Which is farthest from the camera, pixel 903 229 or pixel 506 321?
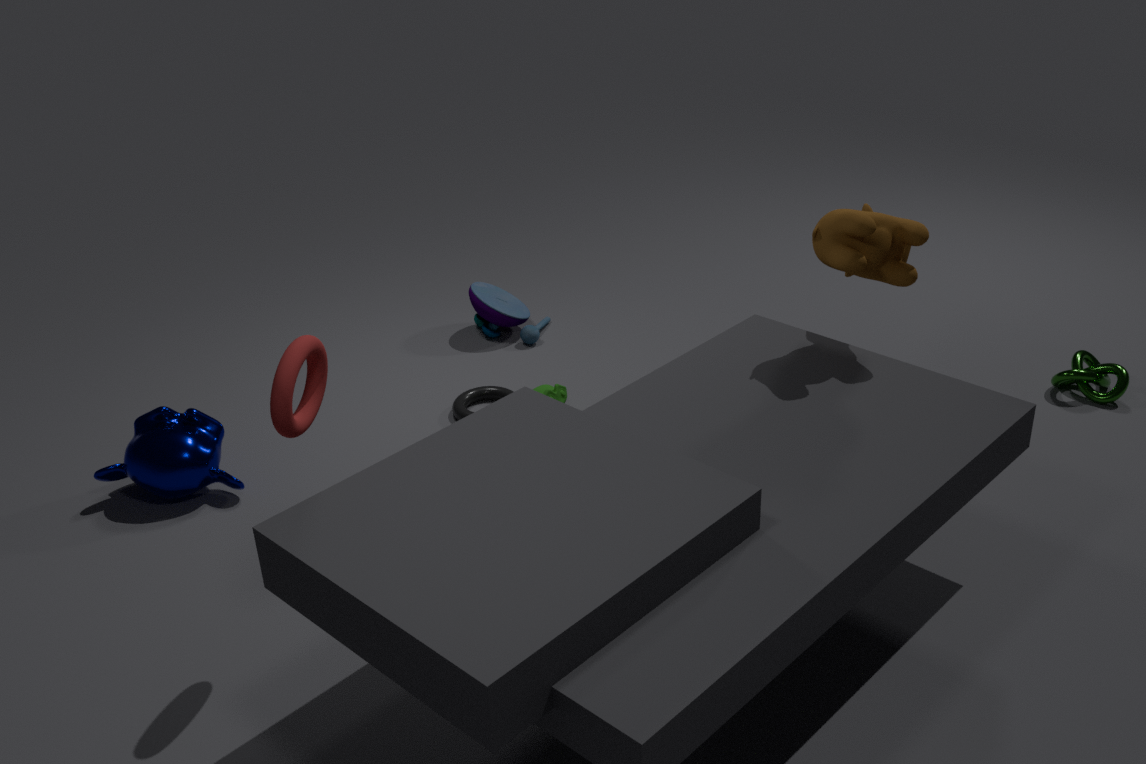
pixel 506 321
